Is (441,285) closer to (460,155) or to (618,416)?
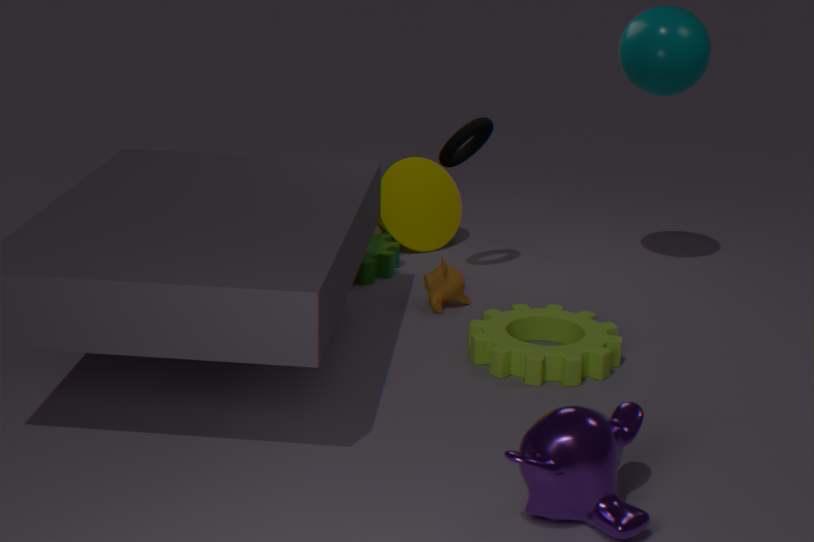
(460,155)
